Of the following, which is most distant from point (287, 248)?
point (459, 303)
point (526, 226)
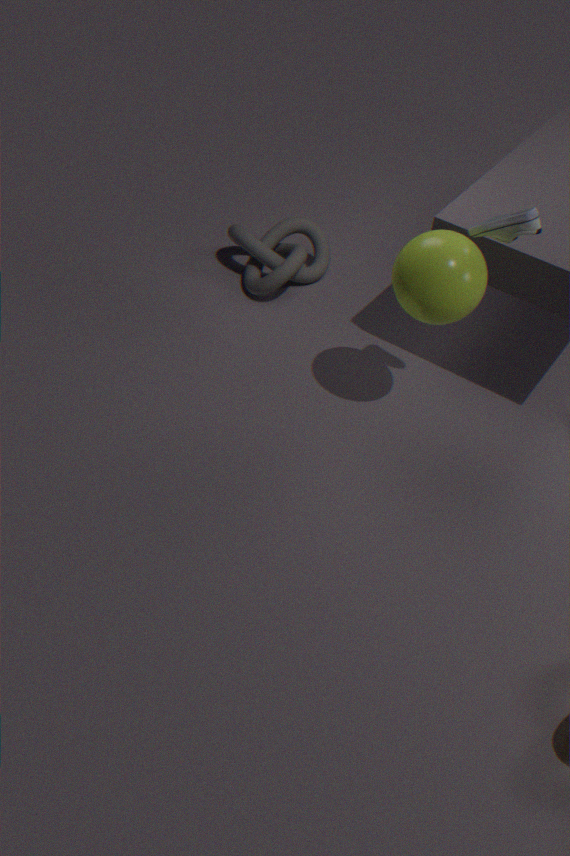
point (526, 226)
